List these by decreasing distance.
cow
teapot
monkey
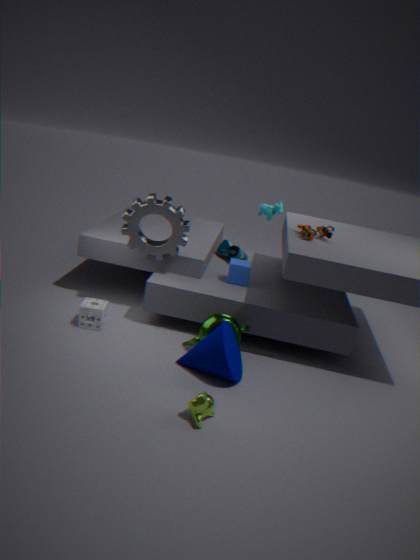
Answer: cow → teapot → monkey
